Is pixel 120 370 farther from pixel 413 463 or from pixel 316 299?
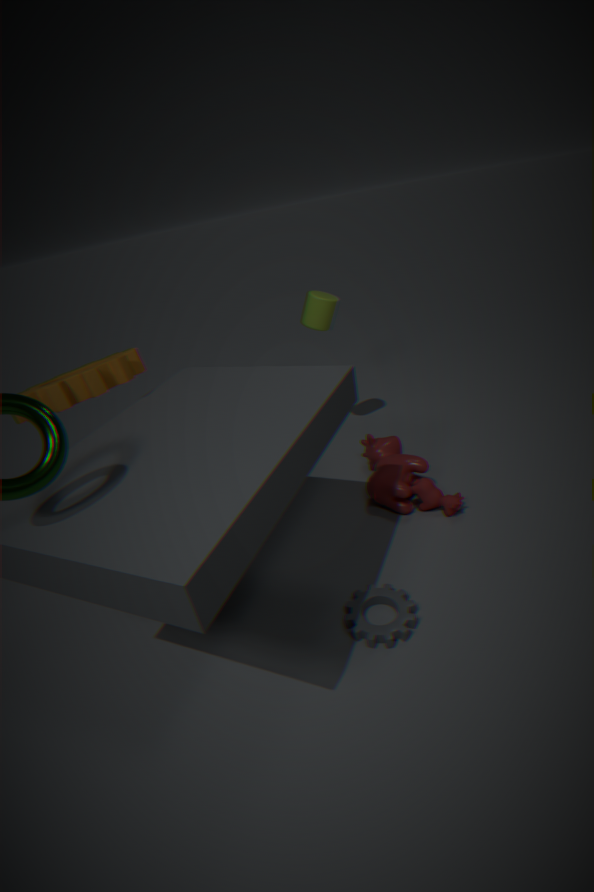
pixel 413 463
